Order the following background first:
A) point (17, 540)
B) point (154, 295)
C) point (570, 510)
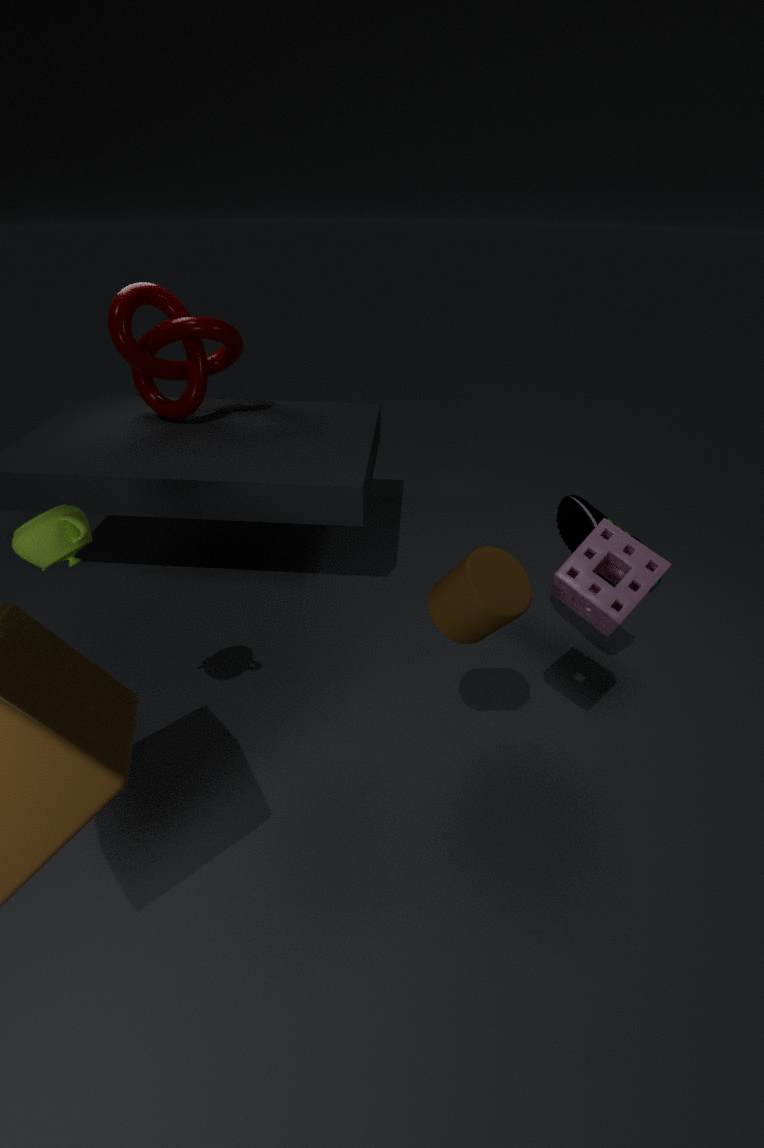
point (154, 295)
point (570, 510)
point (17, 540)
